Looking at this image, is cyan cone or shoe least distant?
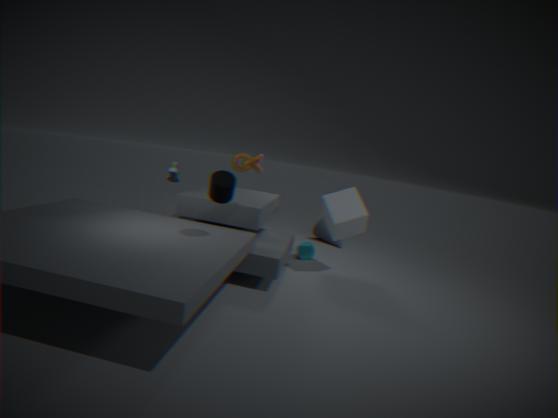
shoe
